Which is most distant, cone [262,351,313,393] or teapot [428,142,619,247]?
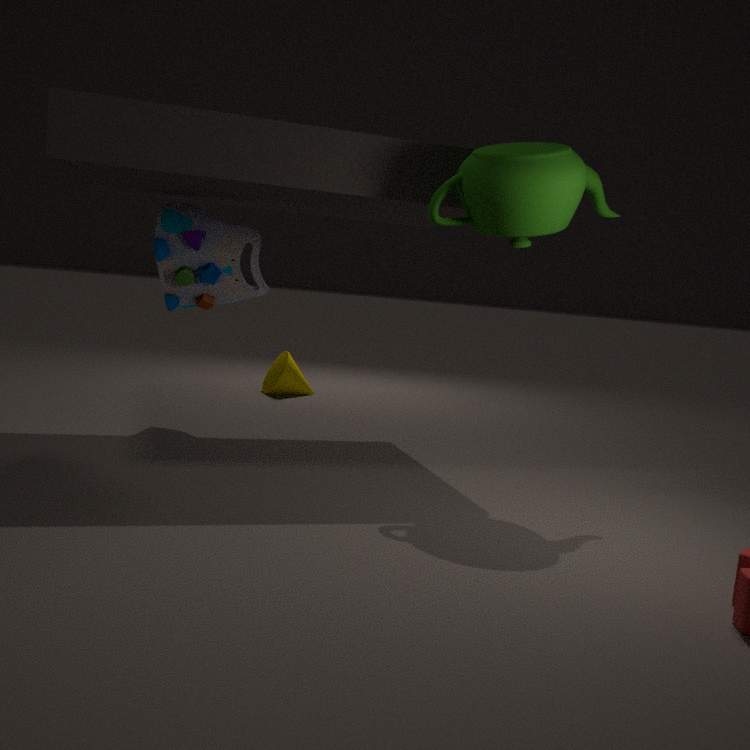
cone [262,351,313,393]
